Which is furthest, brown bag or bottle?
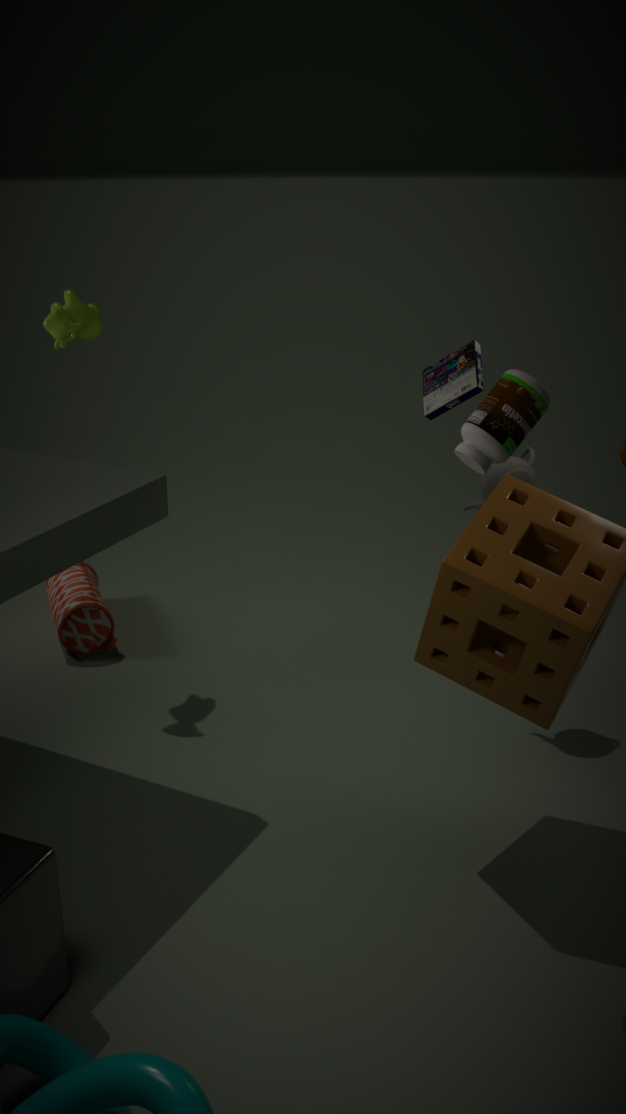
brown bag
